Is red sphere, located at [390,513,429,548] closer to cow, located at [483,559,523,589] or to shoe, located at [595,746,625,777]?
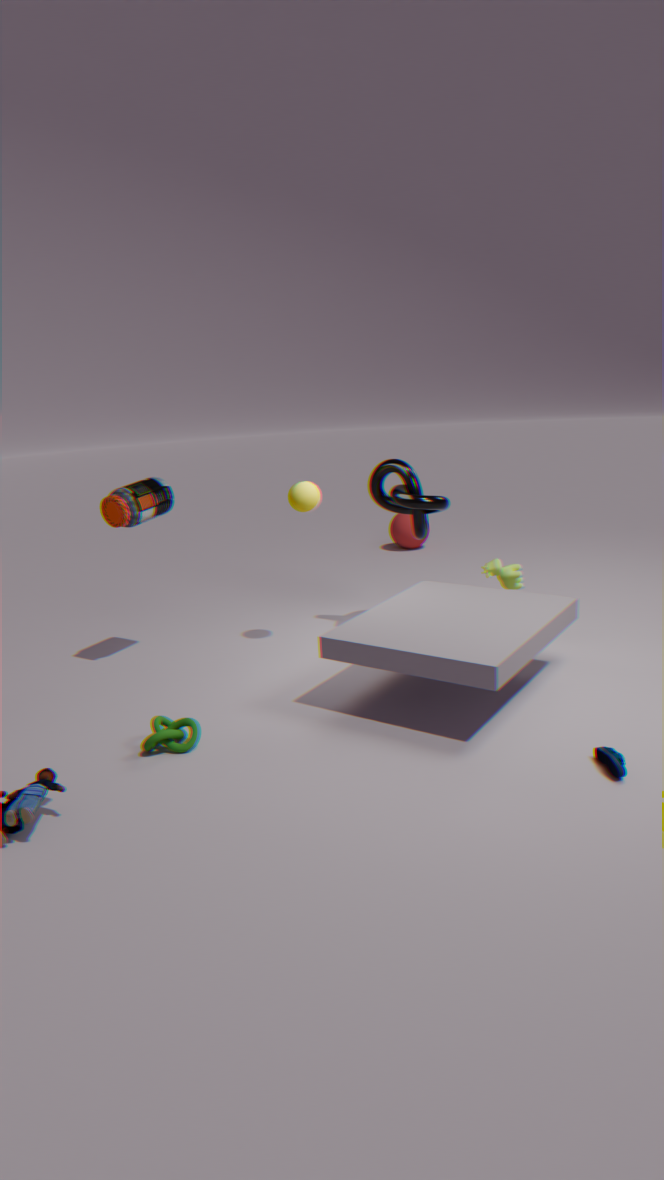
cow, located at [483,559,523,589]
